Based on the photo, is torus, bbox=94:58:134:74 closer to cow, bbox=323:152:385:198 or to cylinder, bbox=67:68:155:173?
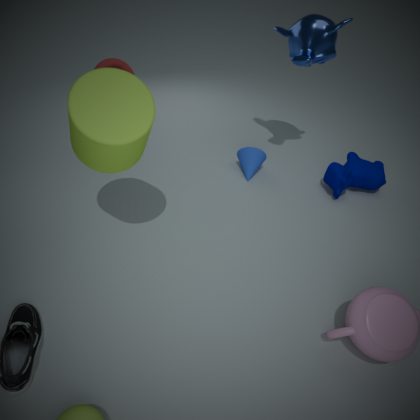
cylinder, bbox=67:68:155:173
